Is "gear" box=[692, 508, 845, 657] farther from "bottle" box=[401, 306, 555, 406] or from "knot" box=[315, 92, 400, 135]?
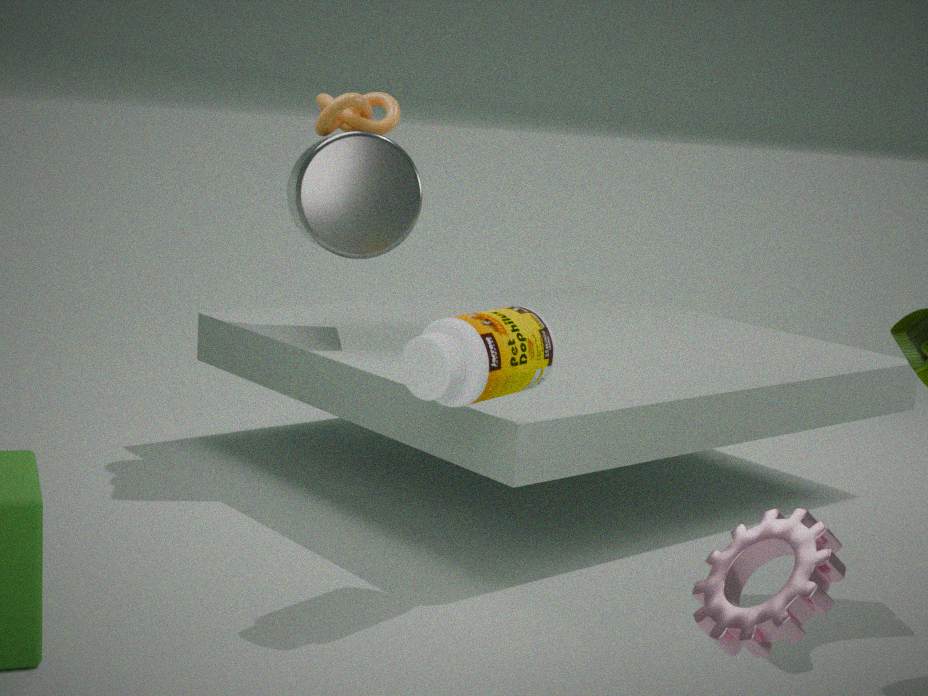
"knot" box=[315, 92, 400, 135]
